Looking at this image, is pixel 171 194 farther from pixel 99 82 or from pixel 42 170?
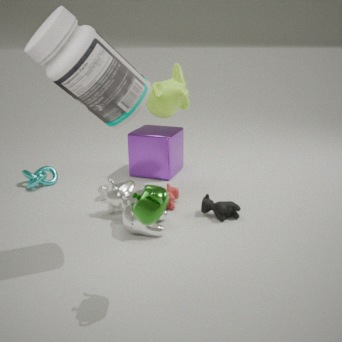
pixel 99 82
